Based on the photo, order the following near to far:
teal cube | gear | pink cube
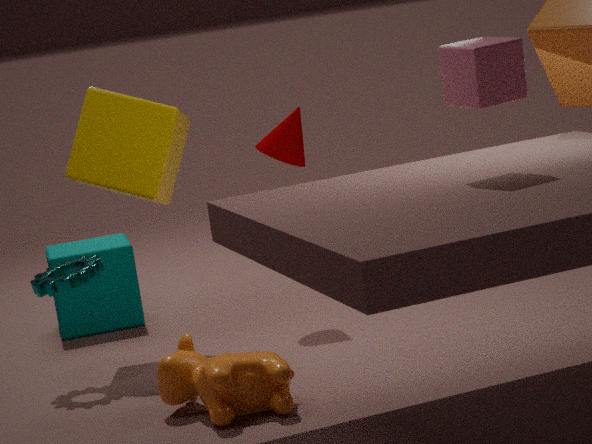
pink cube → gear → teal cube
